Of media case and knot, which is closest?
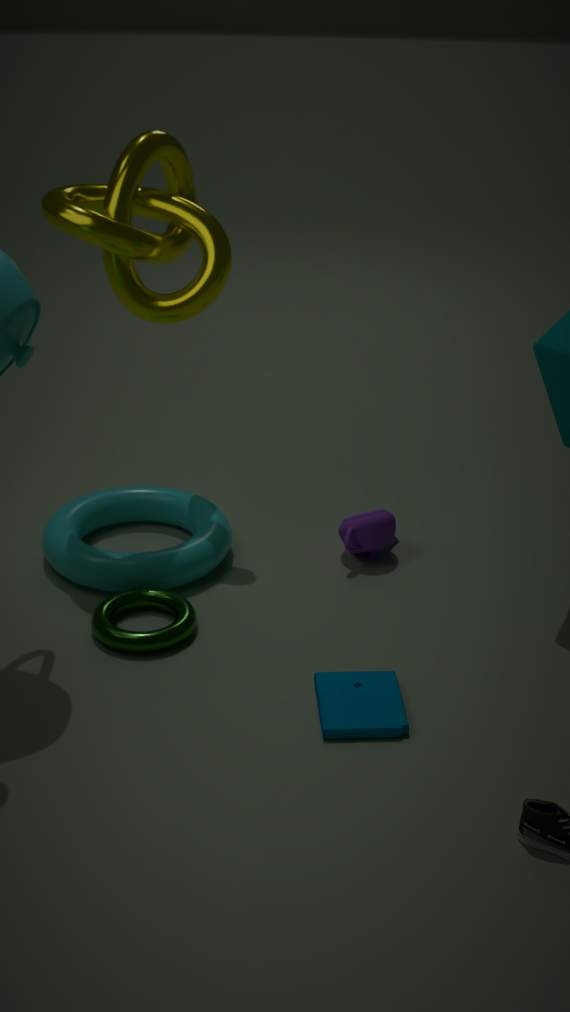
media case
